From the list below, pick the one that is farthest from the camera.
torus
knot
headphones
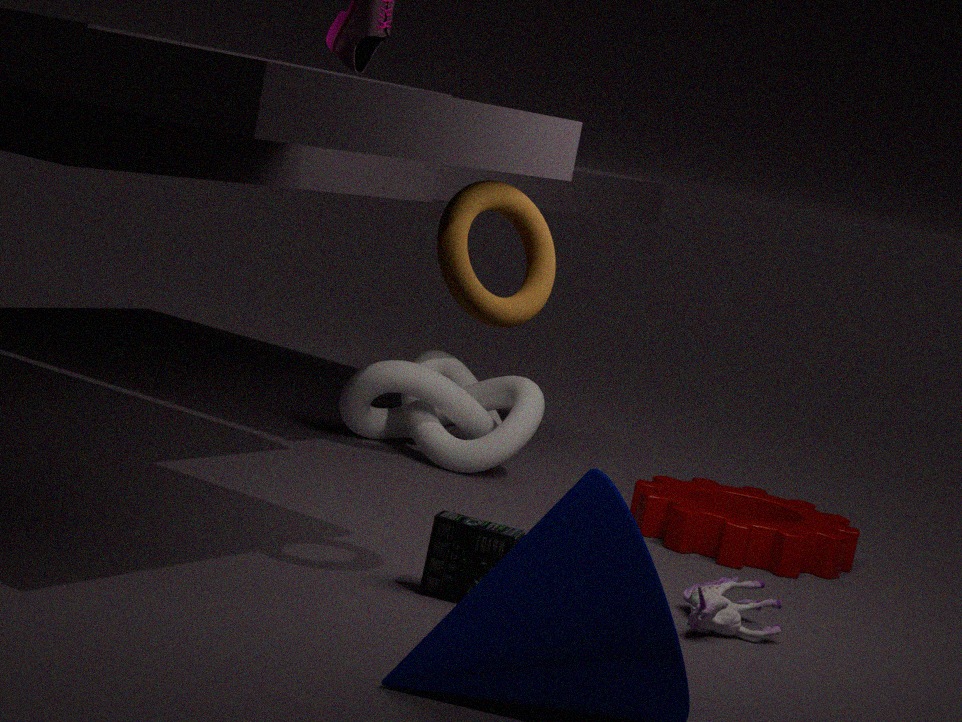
knot
